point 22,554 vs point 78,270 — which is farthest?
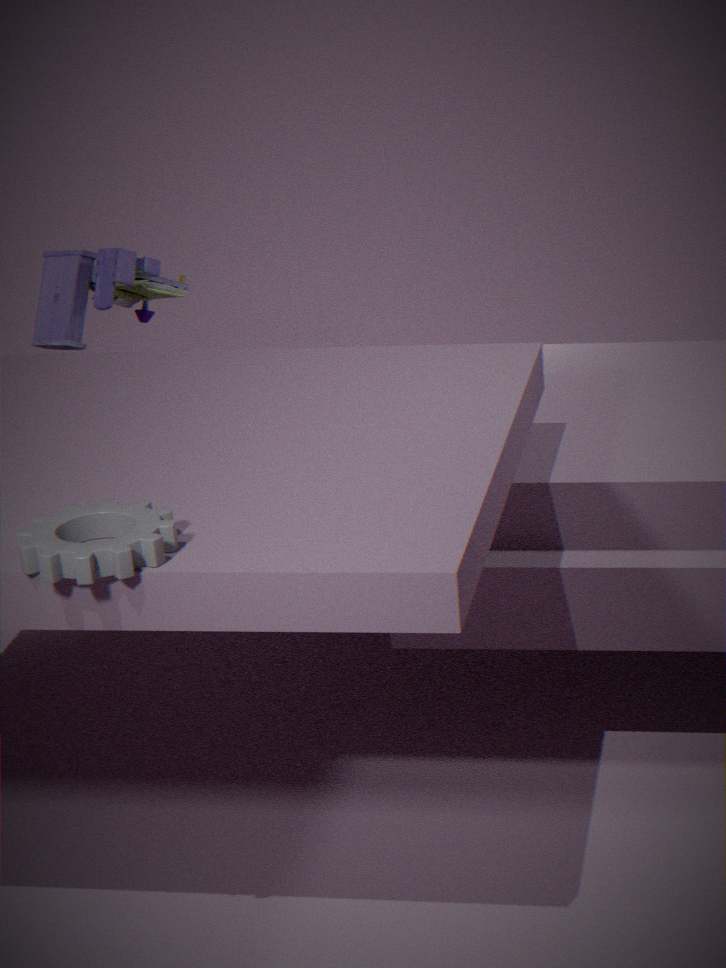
Answer: point 78,270
